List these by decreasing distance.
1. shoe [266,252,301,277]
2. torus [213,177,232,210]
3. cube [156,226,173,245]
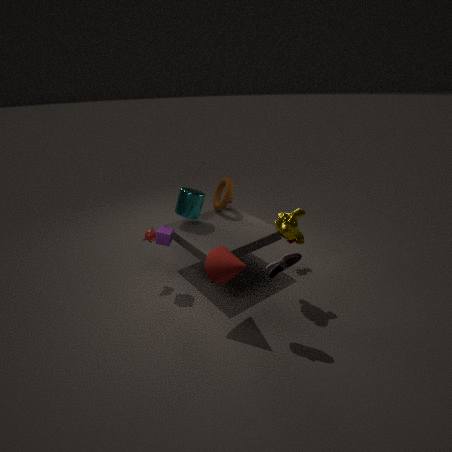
torus [213,177,232,210] < cube [156,226,173,245] < shoe [266,252,301,277]
